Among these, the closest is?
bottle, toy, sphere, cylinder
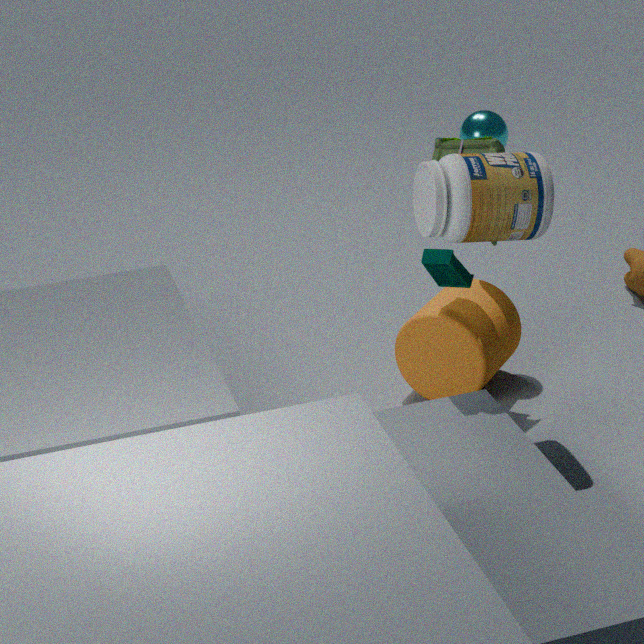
bottle
